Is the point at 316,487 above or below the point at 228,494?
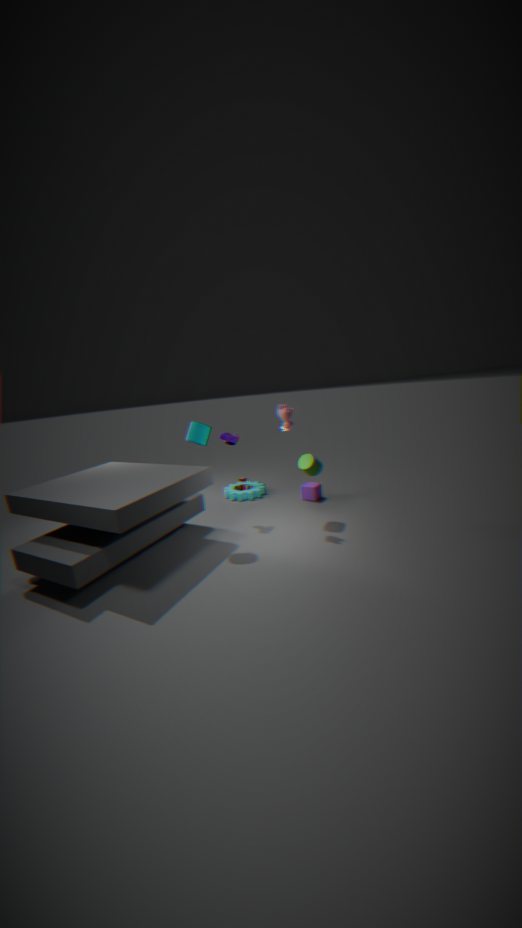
above
